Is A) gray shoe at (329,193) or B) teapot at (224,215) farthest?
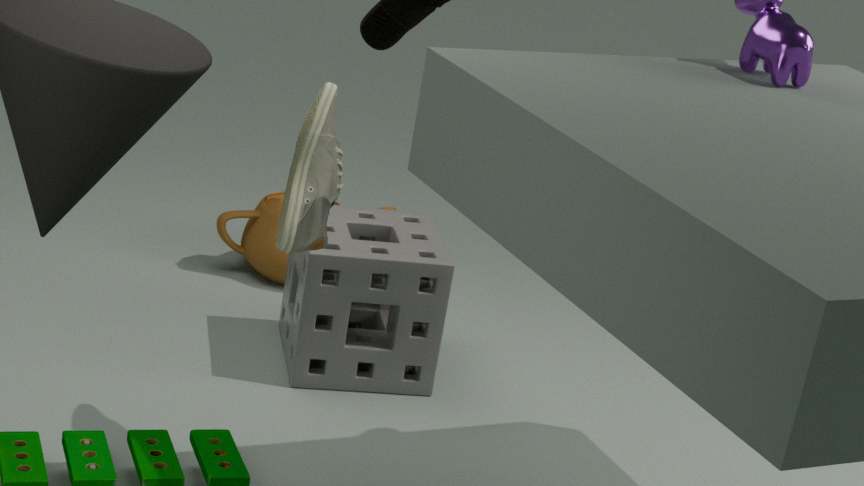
B. teapot at (224,215)
